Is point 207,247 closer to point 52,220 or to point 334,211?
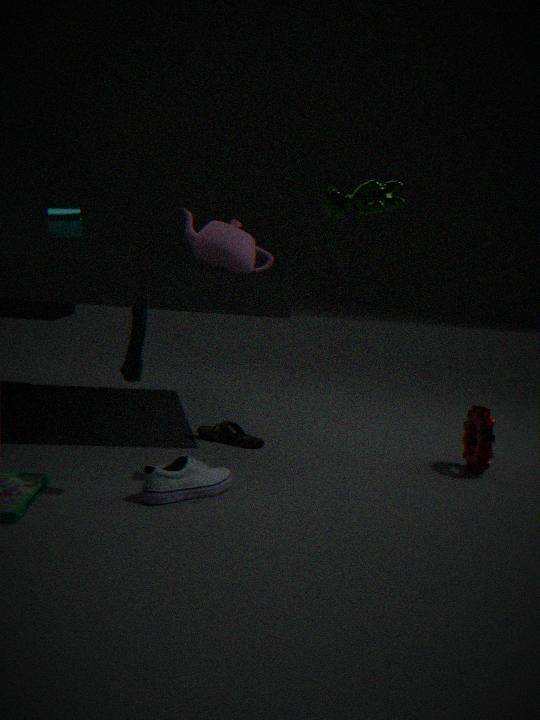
point 52,220
